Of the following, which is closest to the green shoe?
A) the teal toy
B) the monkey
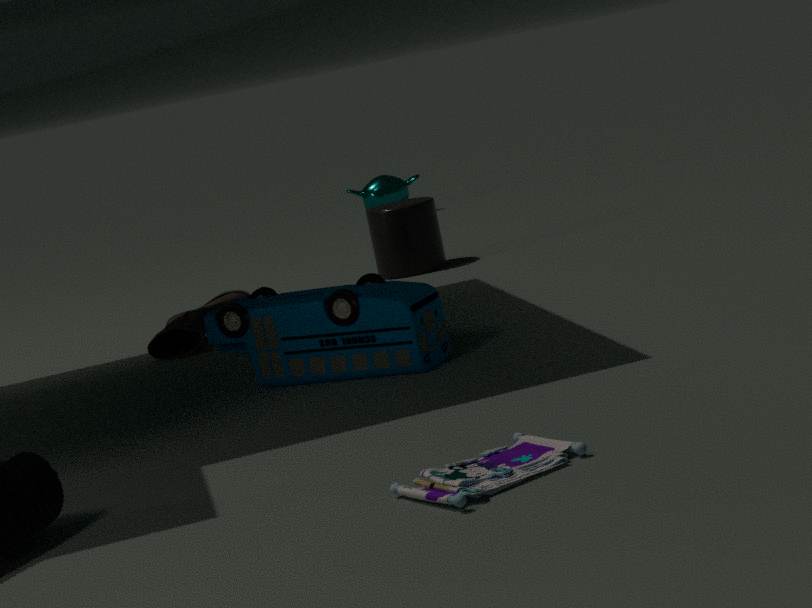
the teal toy
